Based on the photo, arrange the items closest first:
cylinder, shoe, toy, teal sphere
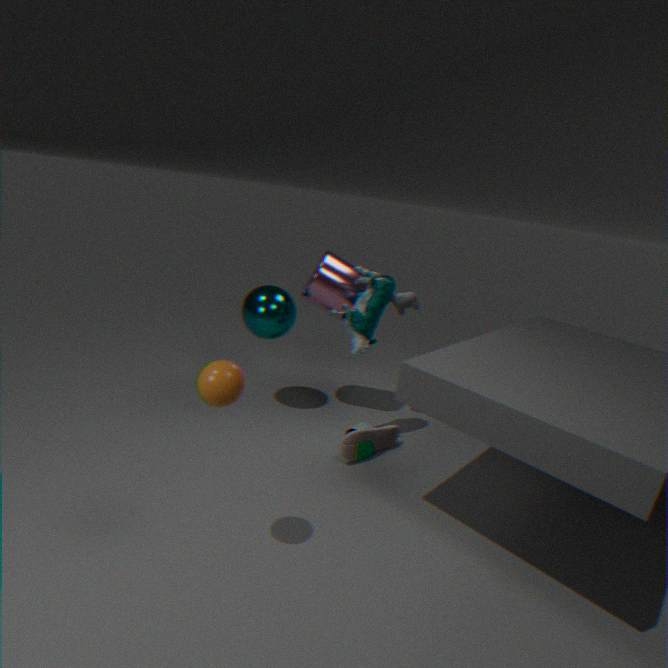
shoe
toy
teal sphere
cylinder
